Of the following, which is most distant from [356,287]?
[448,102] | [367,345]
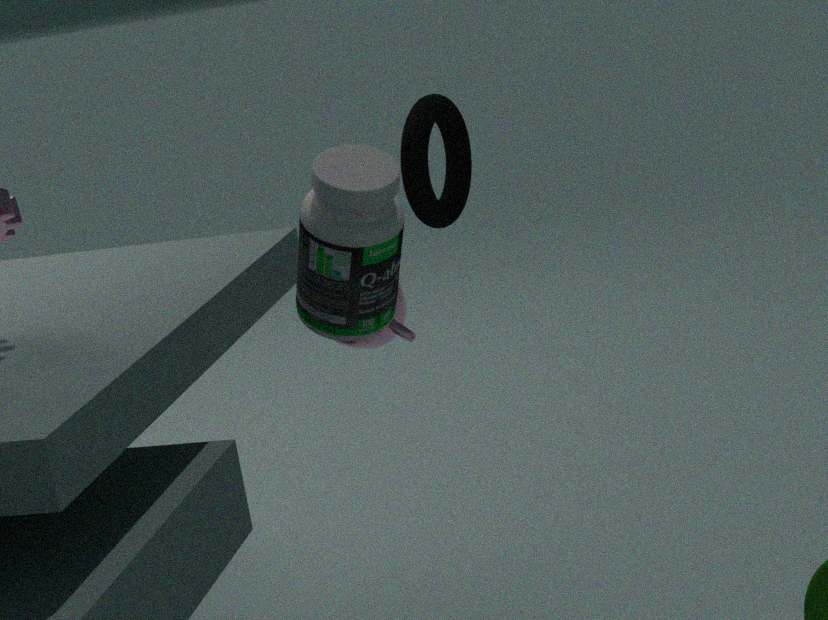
[448,102]
